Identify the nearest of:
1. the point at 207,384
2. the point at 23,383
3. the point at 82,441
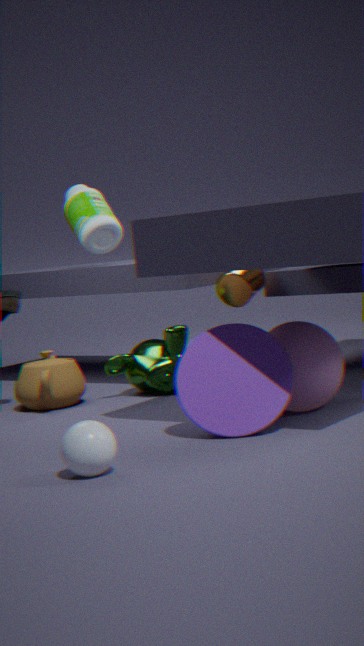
the point at 82,441
